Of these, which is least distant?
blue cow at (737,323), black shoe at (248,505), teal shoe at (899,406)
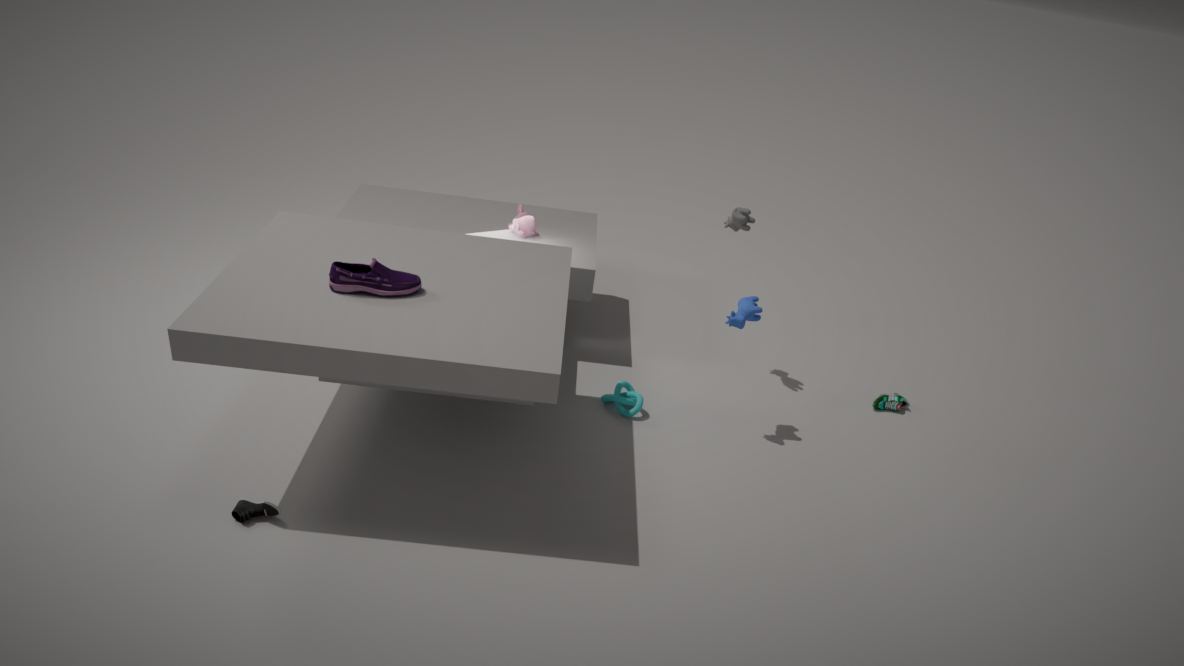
black shoe at (248,505)
